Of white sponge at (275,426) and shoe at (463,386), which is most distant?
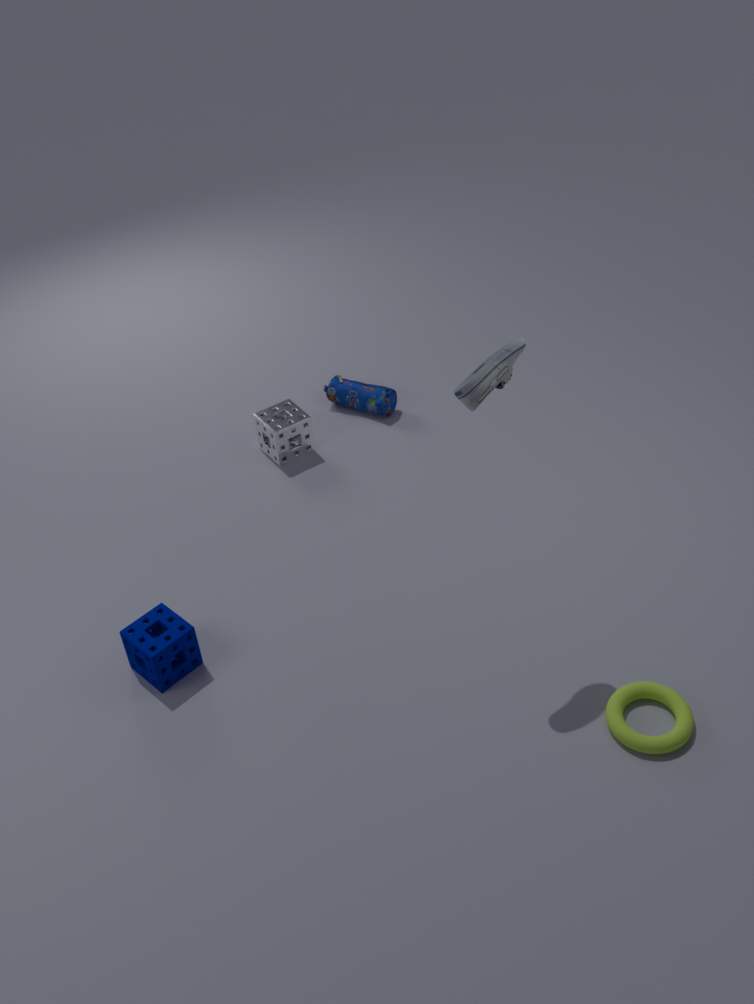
white sponge at (275,426)
